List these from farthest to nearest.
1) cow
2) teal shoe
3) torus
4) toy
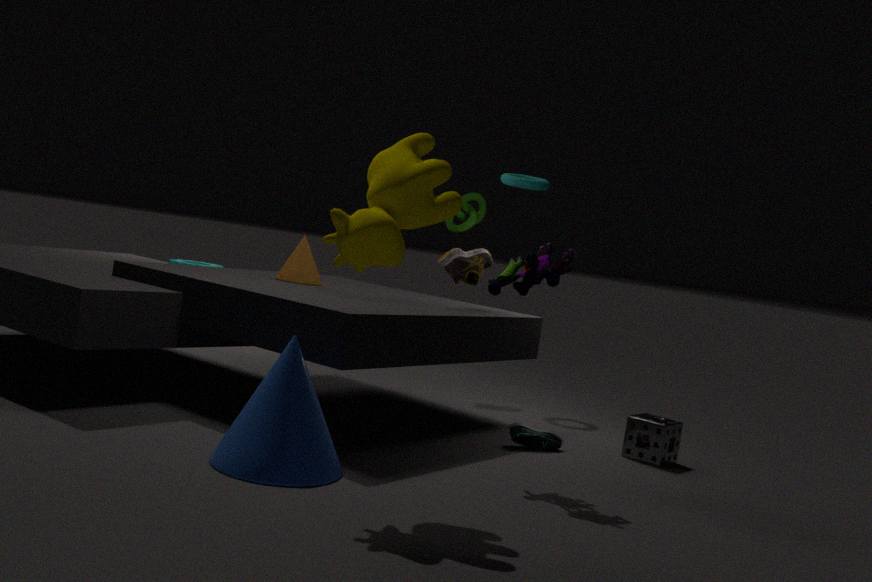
3. torus → 2. teal shoe → 4. toy → 1. cow
